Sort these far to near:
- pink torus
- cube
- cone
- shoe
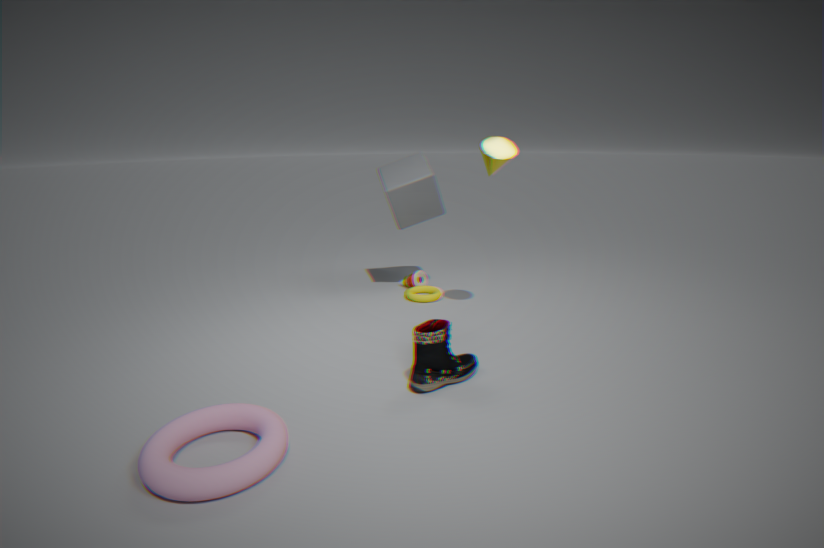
1. cube
2. cone
3. shoe
4. pink torus
